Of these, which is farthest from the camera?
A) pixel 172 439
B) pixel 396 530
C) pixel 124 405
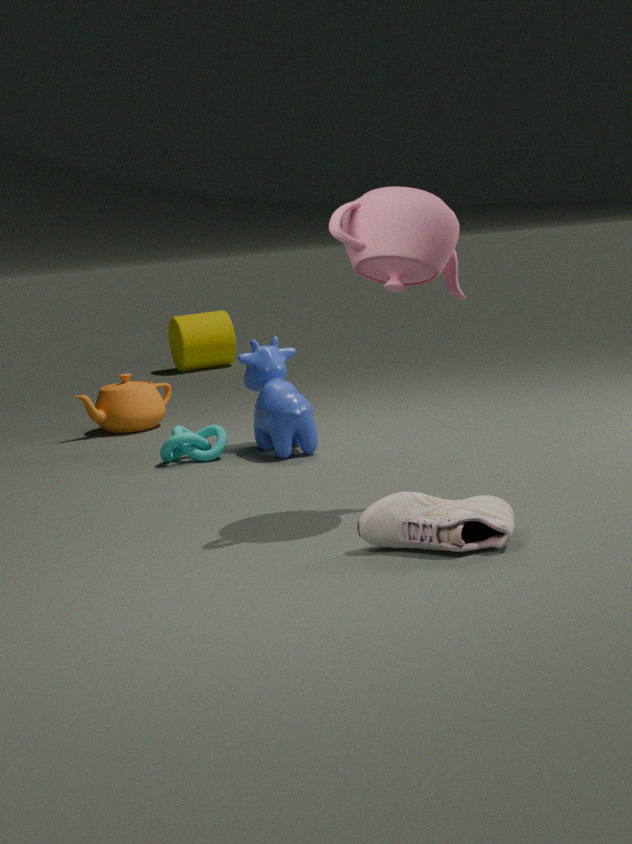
pixel 124 405
